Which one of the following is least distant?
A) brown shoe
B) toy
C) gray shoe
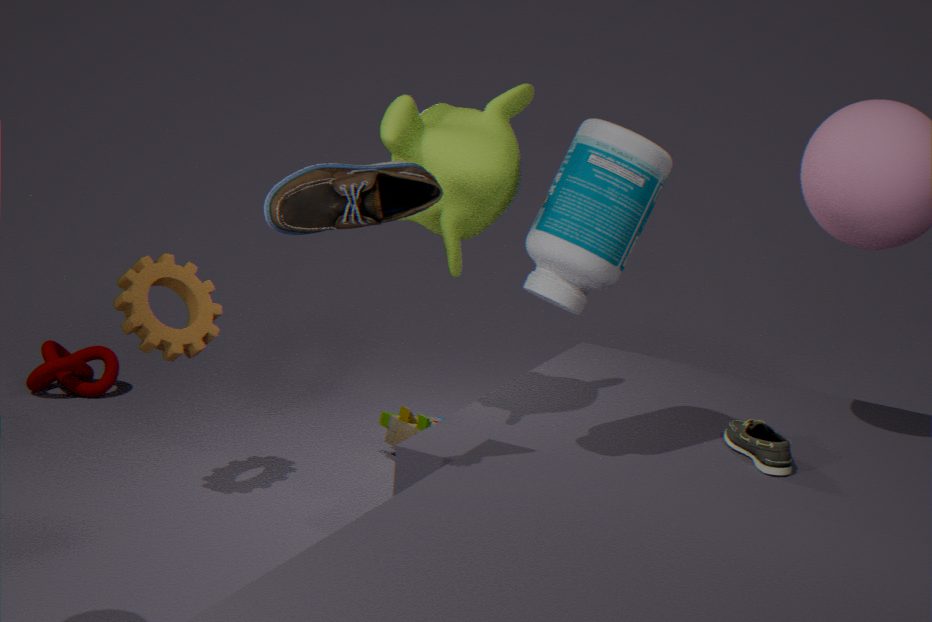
A. brown shoe
